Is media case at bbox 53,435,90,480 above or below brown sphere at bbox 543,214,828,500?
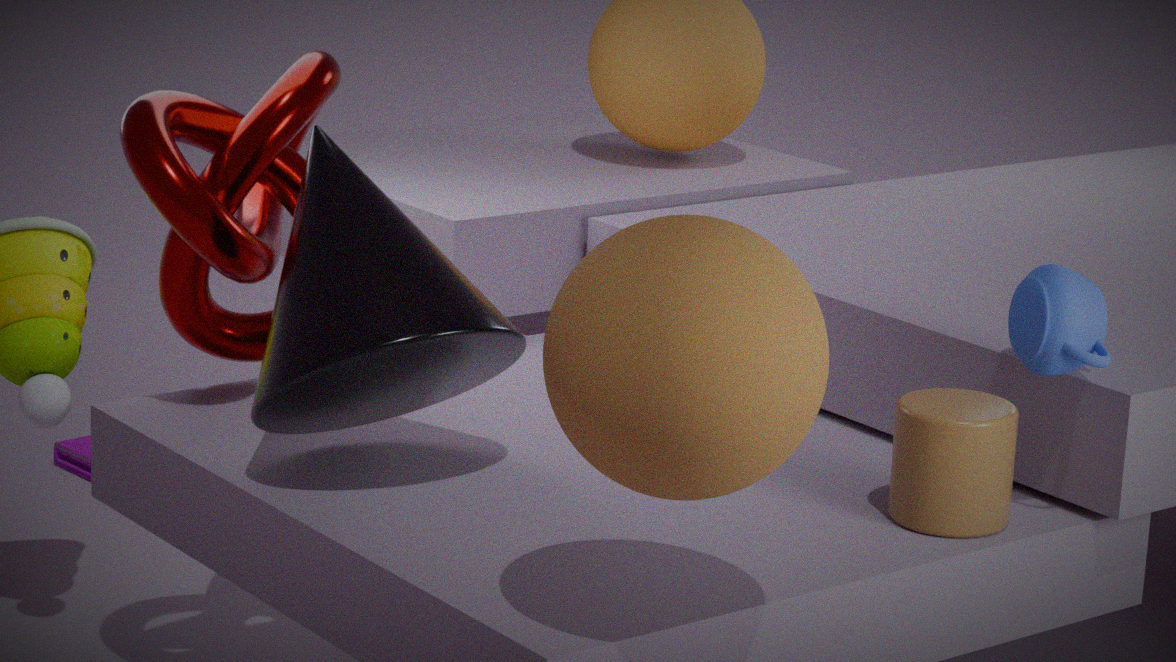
below
